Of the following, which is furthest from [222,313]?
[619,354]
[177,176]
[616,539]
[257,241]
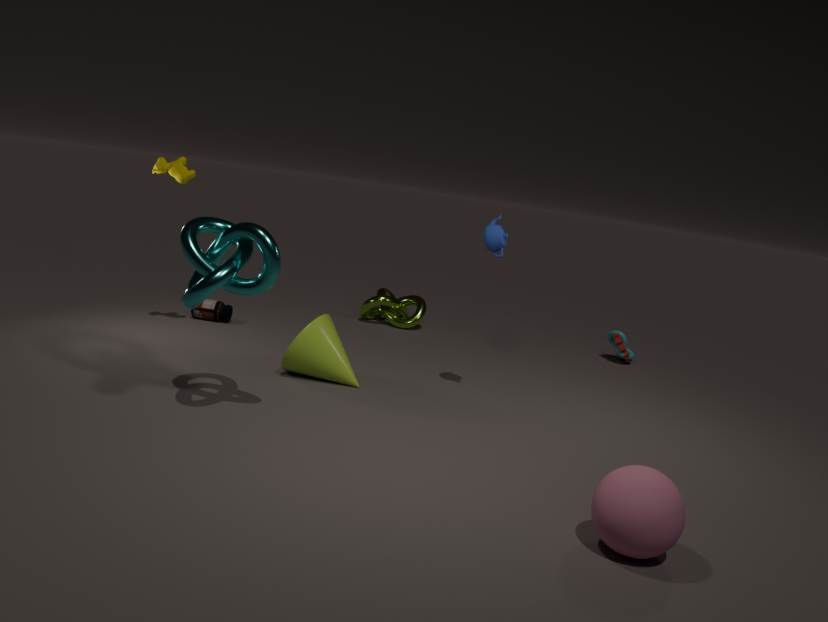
[616,539]
